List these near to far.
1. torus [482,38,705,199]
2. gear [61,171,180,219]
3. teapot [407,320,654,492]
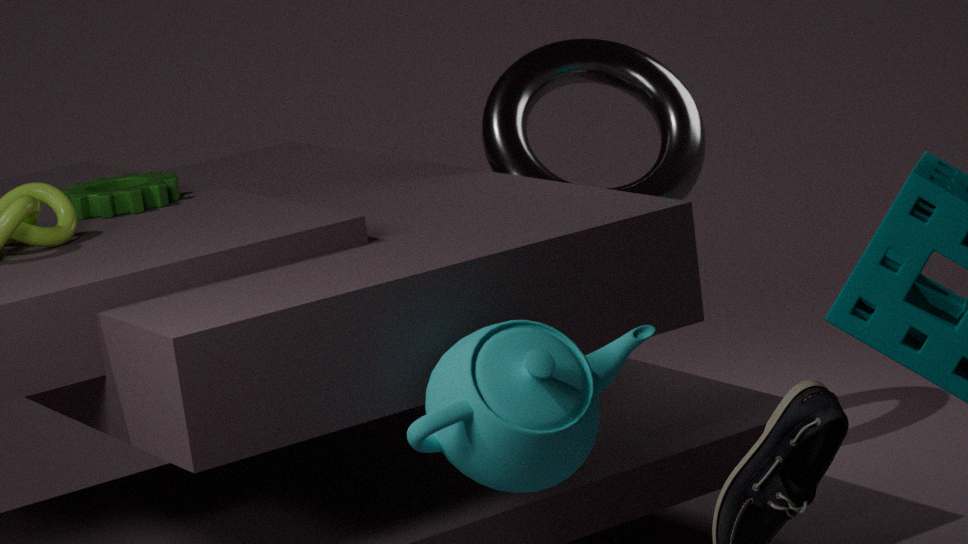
1. teapot [407,320,654,492]
2. gear [61,171,180,219]
3. torus [482,38,705,199]
